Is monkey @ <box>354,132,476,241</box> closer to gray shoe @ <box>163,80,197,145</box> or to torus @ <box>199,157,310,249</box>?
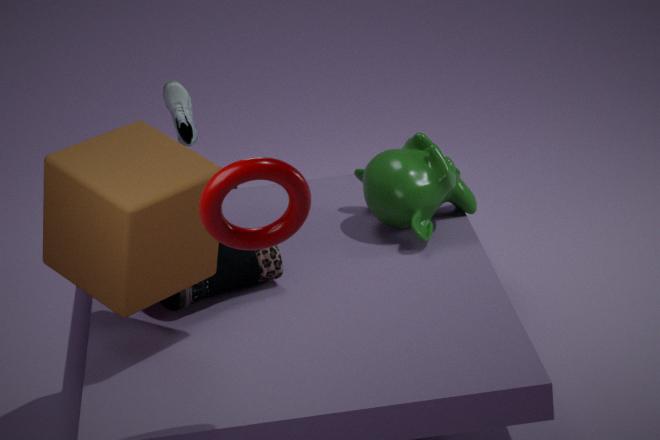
gray shoe @ <box>163,80,197,145</box>
